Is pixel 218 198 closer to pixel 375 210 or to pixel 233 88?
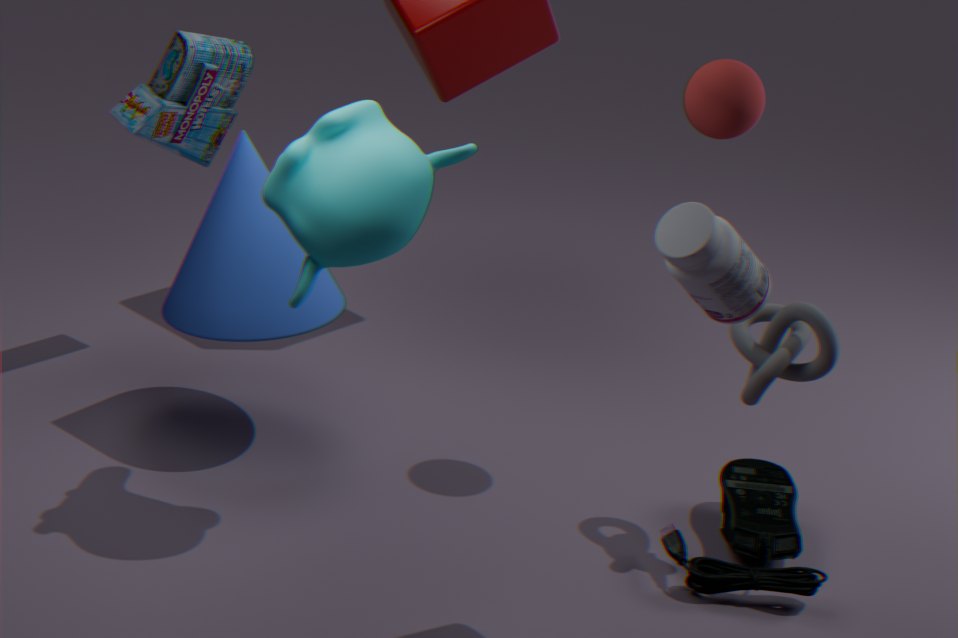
pixel 233 88
